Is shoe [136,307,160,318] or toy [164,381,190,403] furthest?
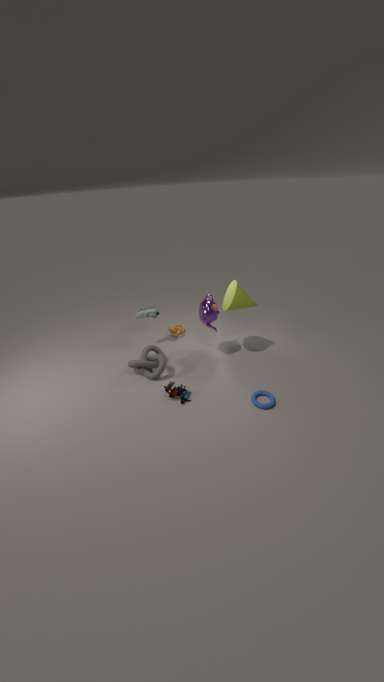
shoe [136,307,160,318]
